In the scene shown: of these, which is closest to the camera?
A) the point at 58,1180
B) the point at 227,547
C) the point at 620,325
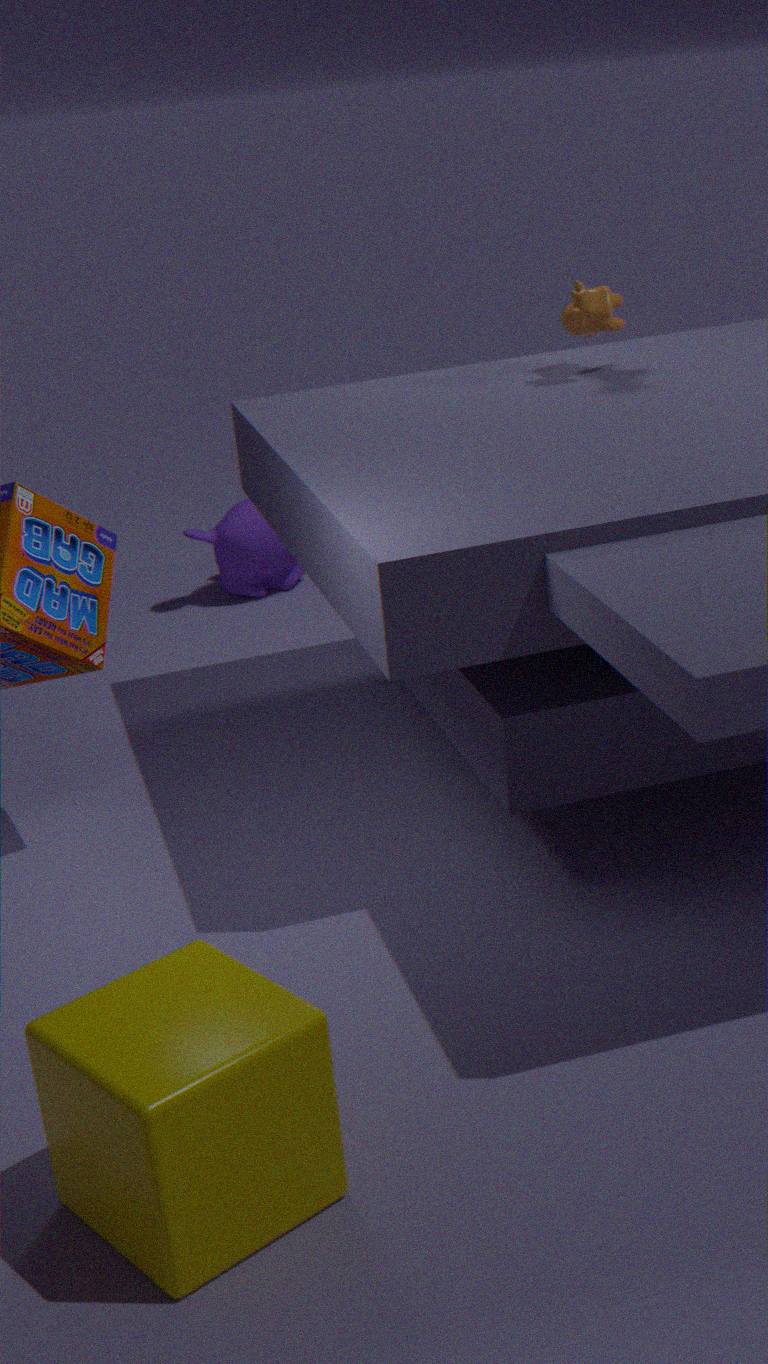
A. the point at 58,1180
